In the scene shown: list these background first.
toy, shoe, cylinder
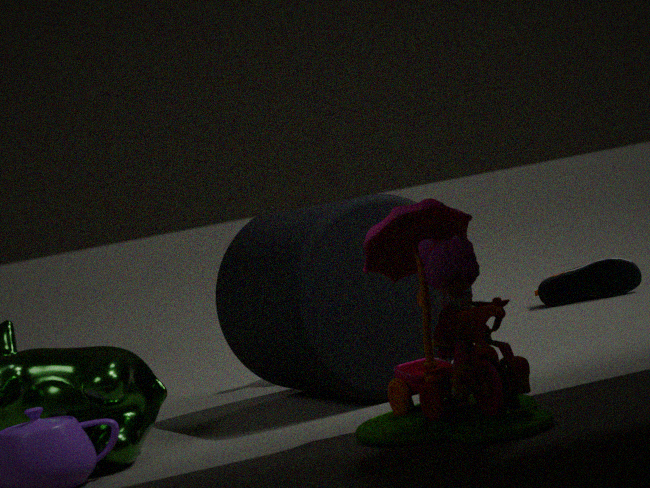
shoe
cylinder
toy
